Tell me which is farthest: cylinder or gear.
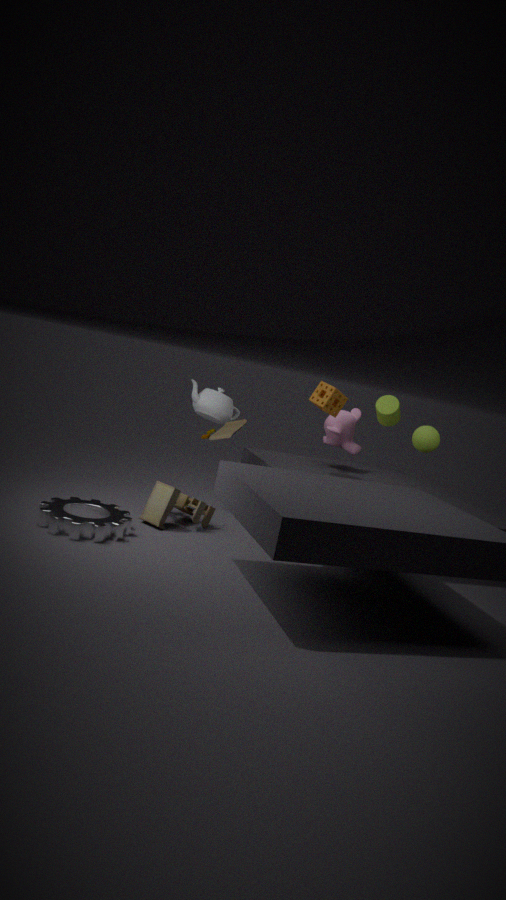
cylinder
